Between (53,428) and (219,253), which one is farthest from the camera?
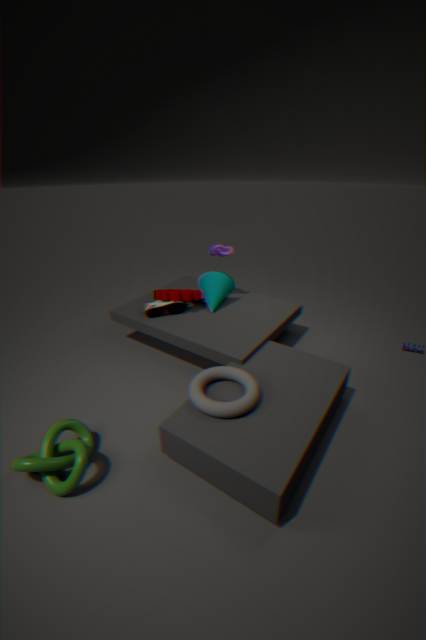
(219,253)
